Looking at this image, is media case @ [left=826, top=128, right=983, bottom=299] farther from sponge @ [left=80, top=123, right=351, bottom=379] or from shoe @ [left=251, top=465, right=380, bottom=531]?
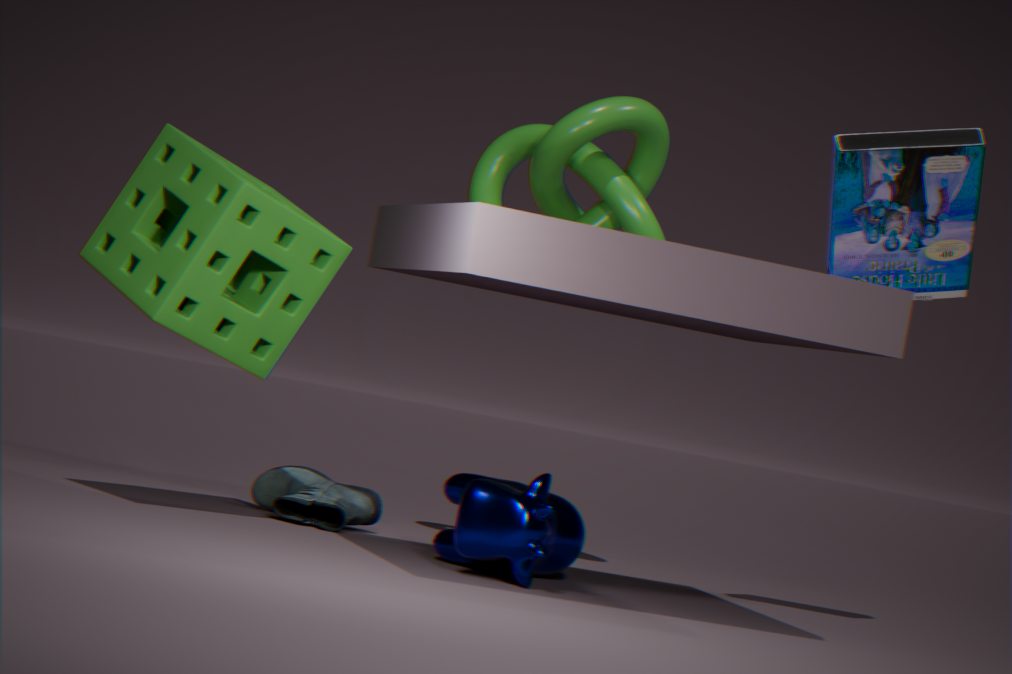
shoe @ [left=251, top=465, right=380, bottom=531]
